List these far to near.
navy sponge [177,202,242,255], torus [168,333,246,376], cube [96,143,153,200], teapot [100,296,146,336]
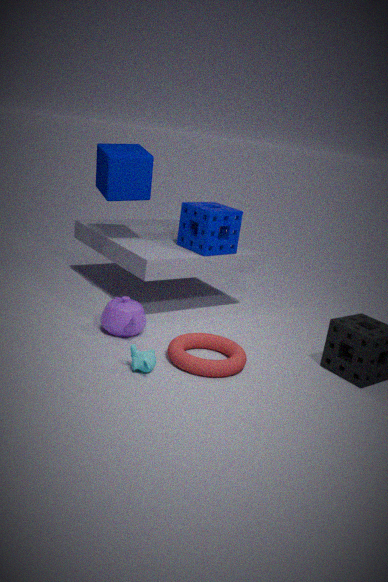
navy sponge [177,202,242,255], cube [96,143,153,200], teapot [100,296,146,336], torus [168,333,246,376]
